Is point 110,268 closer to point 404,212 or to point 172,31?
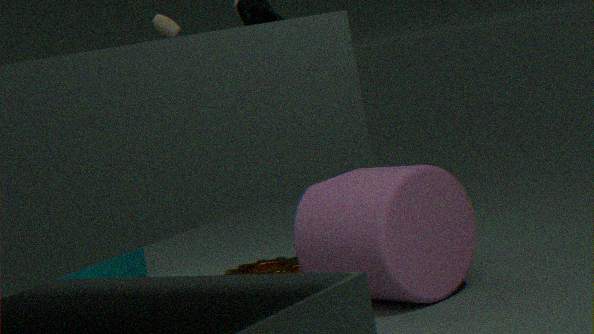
point 172,31
